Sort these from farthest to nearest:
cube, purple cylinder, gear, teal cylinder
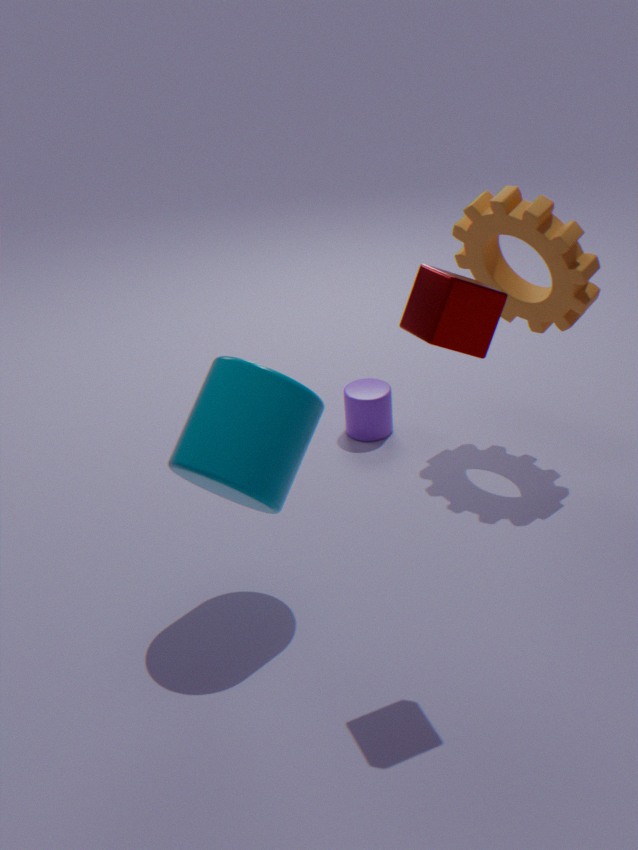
purple cylinder
gear
teal cylinder
cube
